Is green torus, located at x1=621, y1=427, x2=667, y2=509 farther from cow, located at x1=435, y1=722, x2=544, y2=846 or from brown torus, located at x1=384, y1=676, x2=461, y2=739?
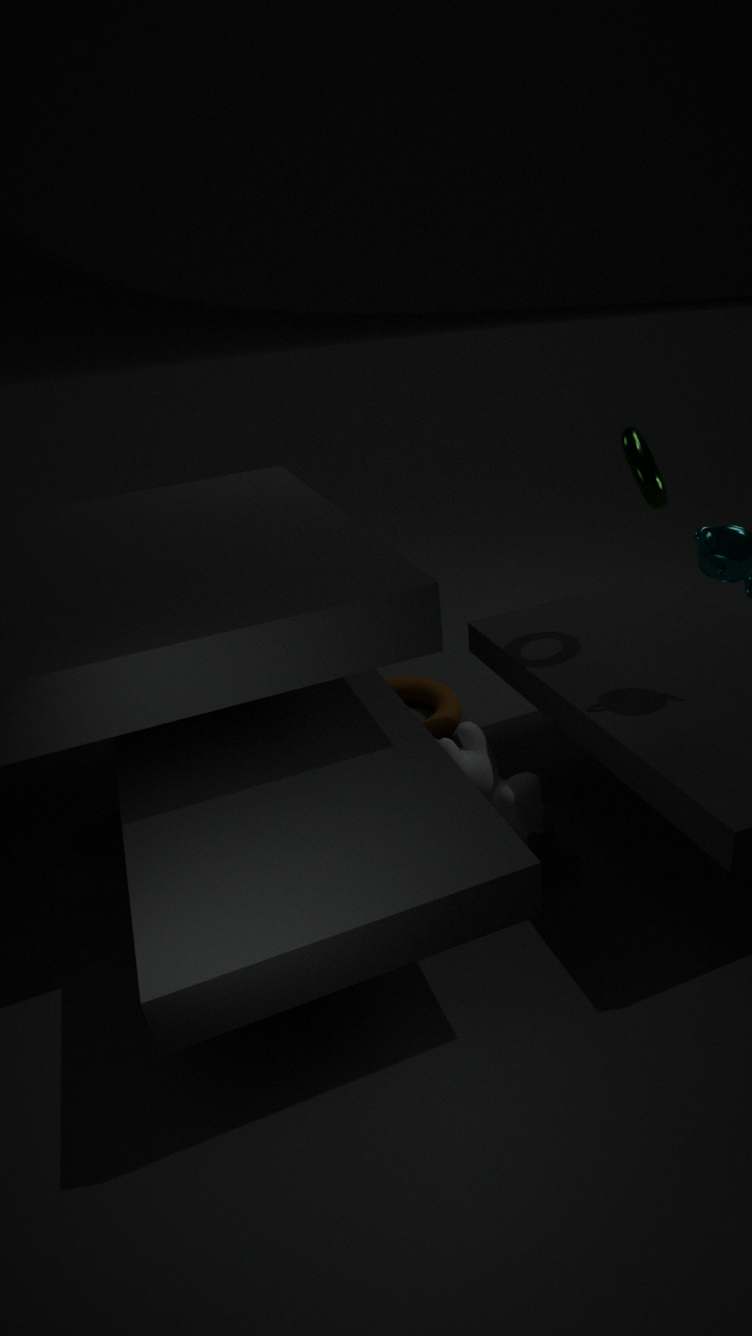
brown torus, located at x1=384, y1=676, x2=461, y2=739
